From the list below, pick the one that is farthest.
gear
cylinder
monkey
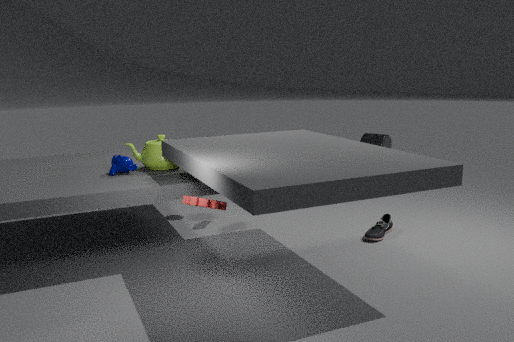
cylinder
